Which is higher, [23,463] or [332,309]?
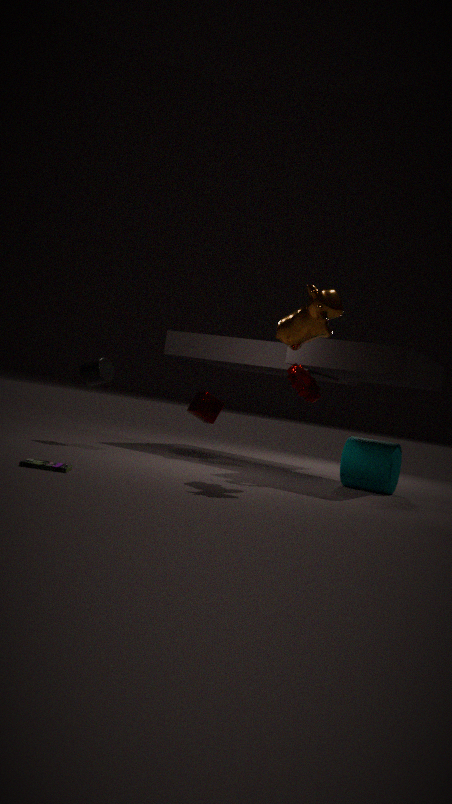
[332,309]
